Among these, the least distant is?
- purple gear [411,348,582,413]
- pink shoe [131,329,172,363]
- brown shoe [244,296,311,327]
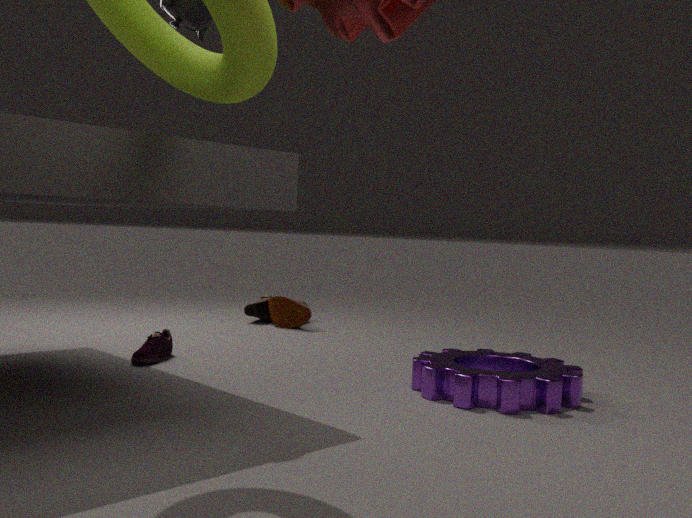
purple gear [411,348,582,413]
